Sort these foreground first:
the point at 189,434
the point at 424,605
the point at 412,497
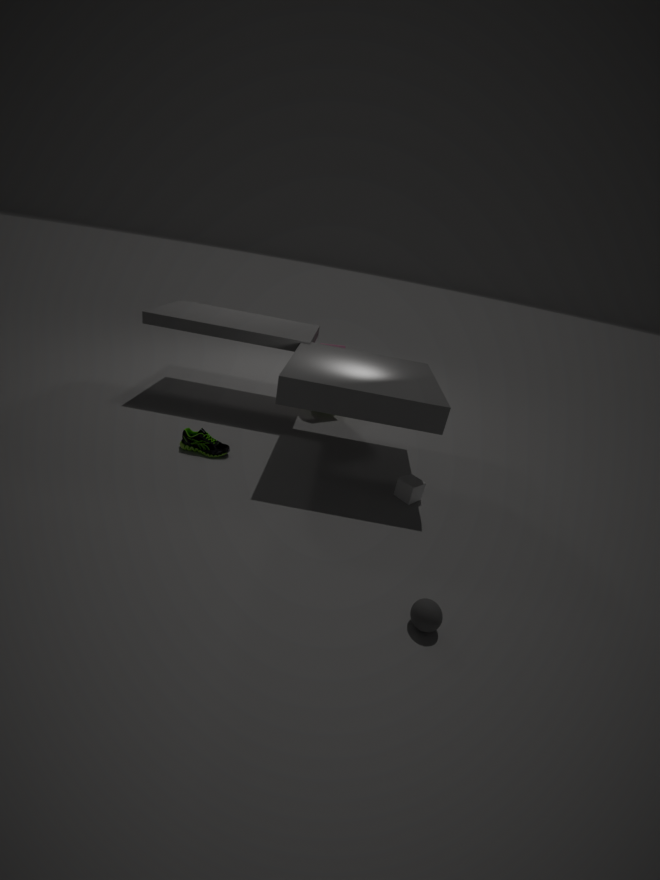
the point at 424,605 → the point at 412,497 → the point at 189,434
